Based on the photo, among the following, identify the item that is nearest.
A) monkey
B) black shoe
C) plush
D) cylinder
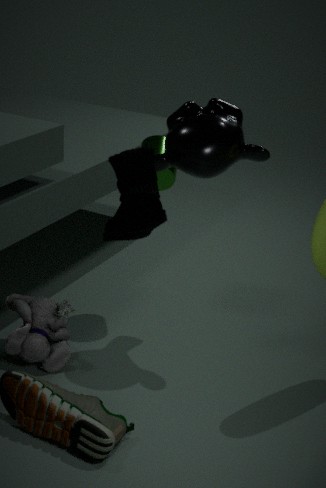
black shoe
